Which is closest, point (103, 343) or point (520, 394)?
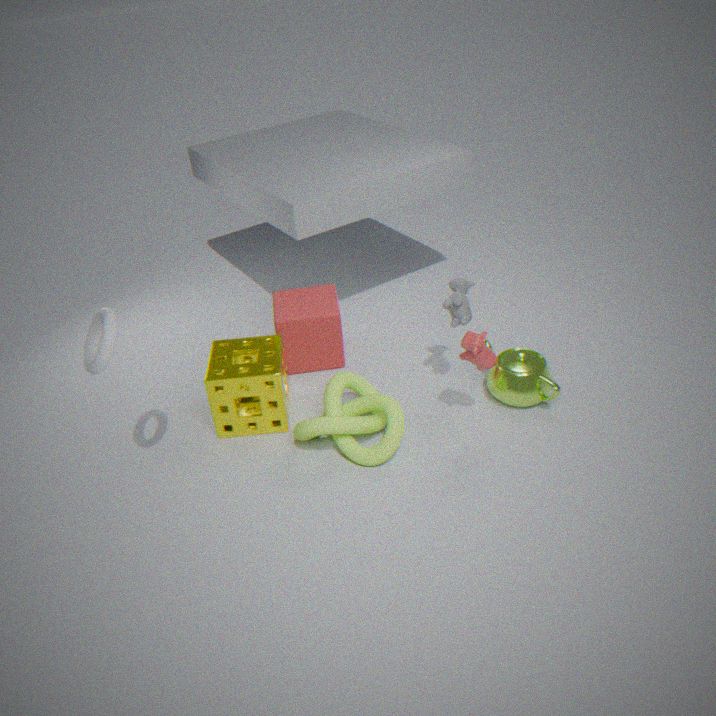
point (103, 343)
